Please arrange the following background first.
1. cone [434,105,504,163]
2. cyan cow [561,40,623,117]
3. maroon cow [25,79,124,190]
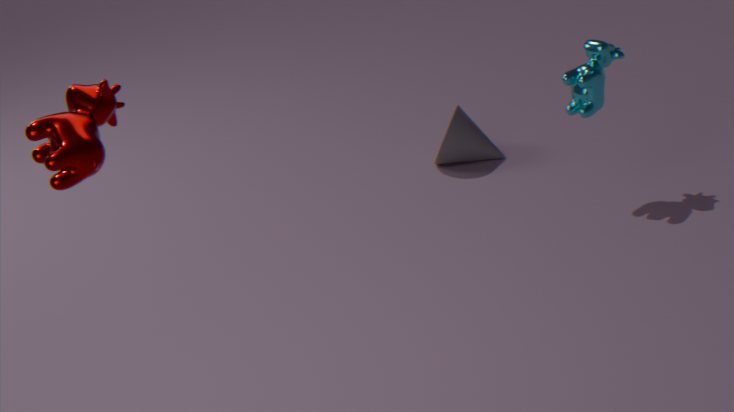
cone [434,105,504,163], cyan cow [561,40,623,117], maroon cow [25,79,124,190]
